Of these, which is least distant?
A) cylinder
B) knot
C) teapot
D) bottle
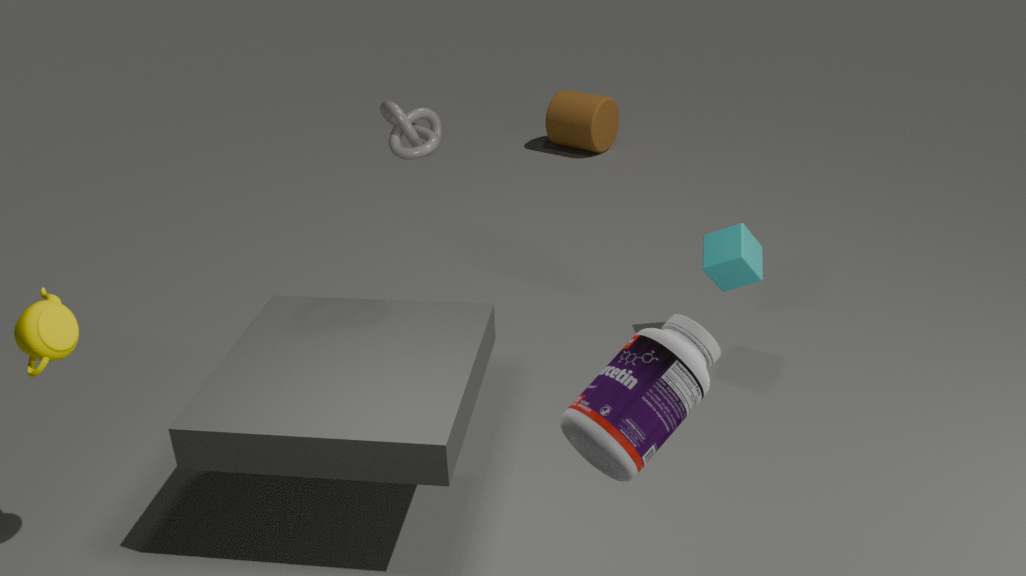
bottle
